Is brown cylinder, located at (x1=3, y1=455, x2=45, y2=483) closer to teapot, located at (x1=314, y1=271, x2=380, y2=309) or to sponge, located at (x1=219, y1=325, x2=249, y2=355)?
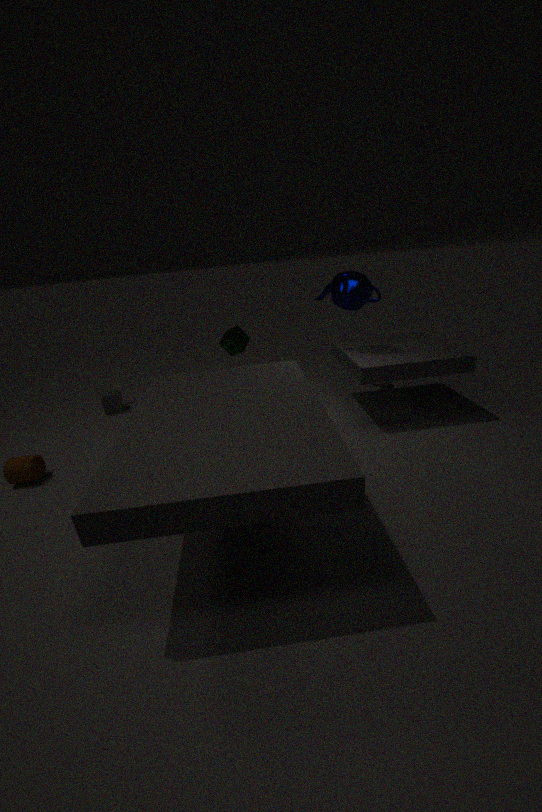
sponge, located at (x1=219, y1=325, x2=249, y2=355)
